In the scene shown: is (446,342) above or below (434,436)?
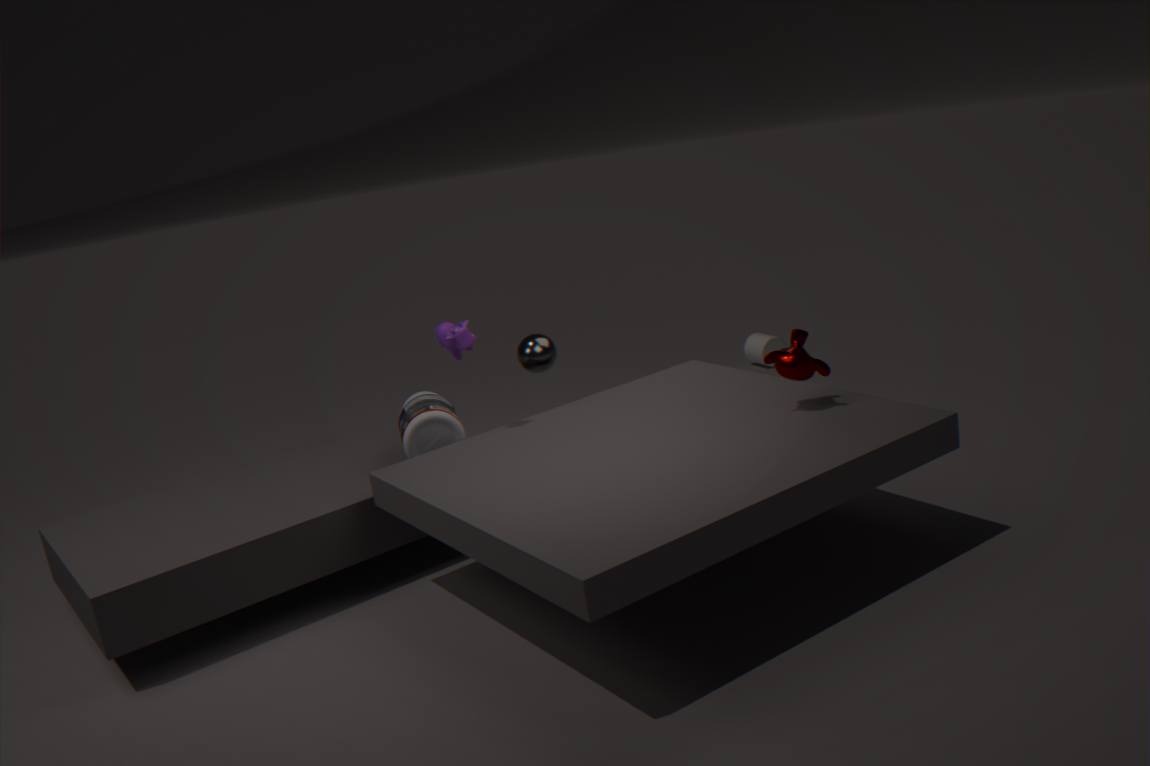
above
